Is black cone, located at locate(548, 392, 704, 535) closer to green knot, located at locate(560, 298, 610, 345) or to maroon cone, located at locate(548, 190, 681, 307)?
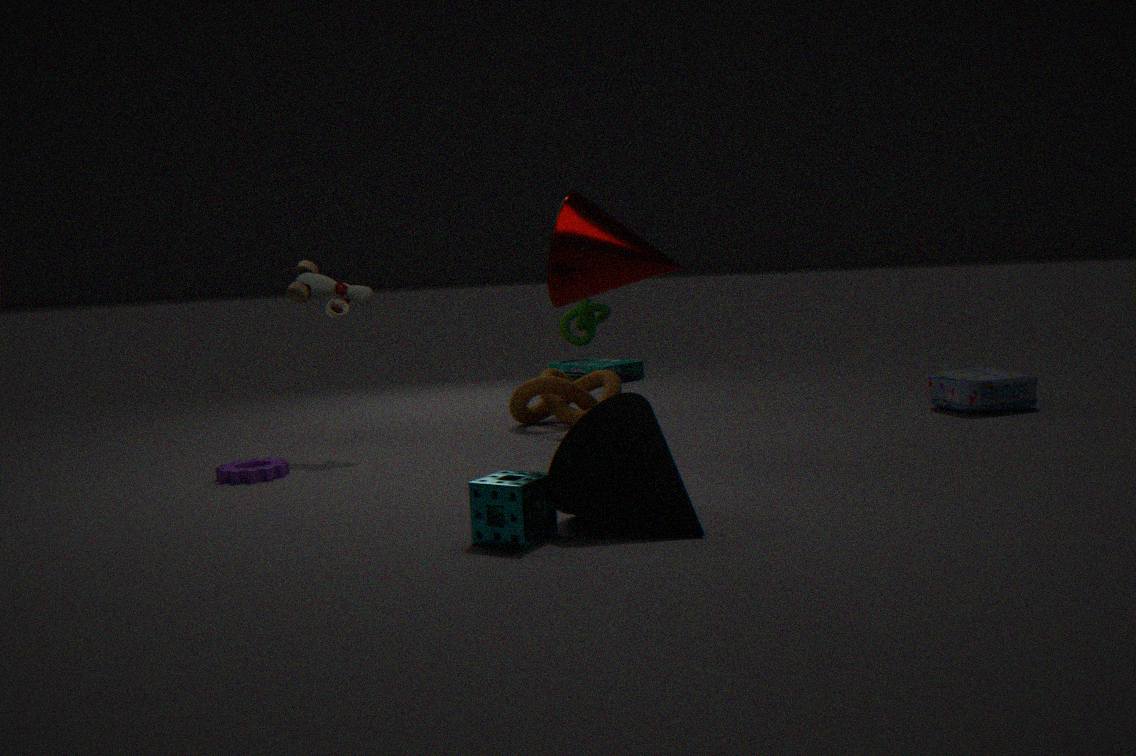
maroon cone, located at locate(548, 190, 681, 307)
